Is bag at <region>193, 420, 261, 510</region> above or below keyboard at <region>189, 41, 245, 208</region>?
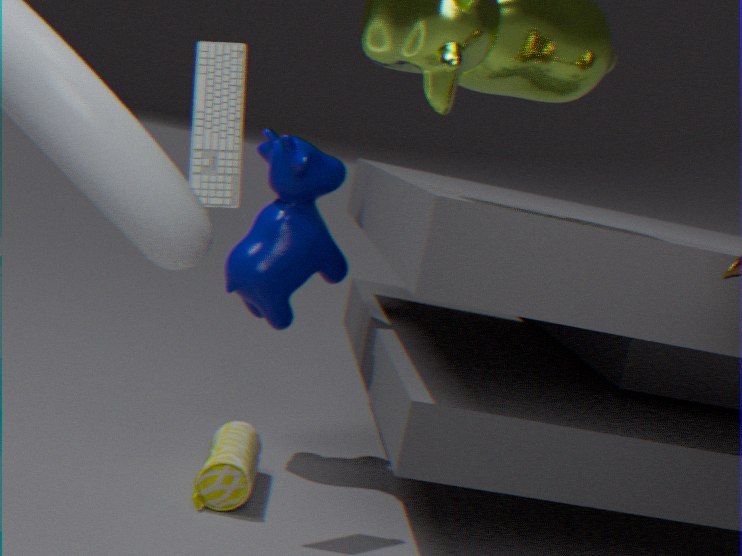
below
